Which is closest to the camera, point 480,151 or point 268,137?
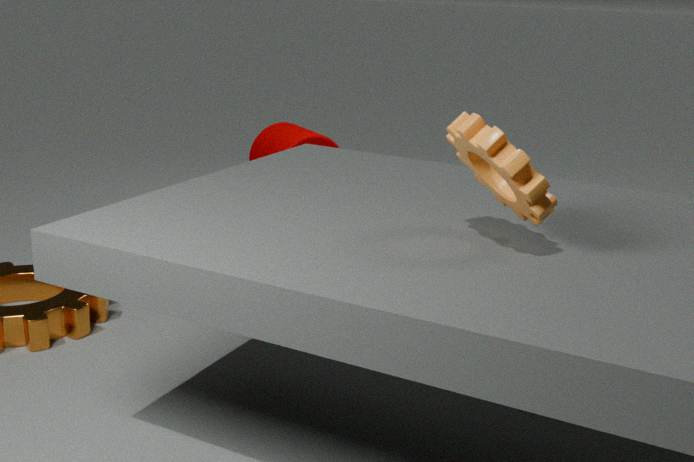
point 480,151
